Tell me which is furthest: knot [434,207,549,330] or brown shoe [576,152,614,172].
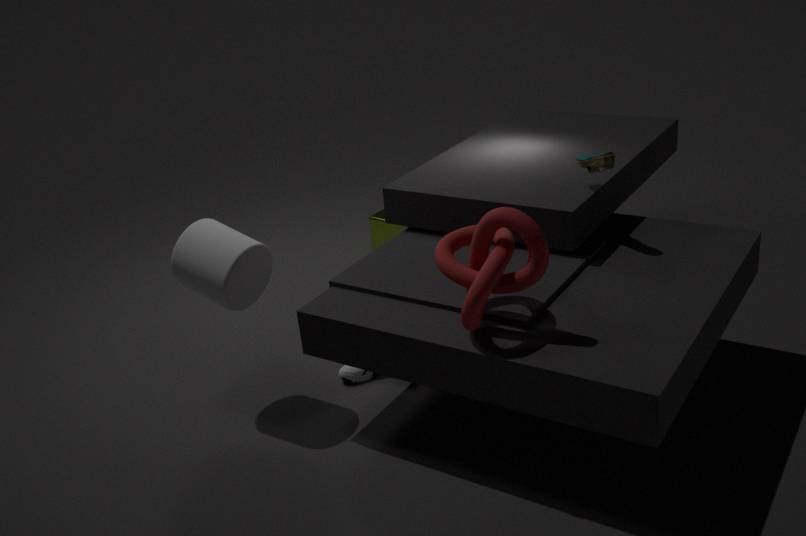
brown shoe [576,152,614,172]
